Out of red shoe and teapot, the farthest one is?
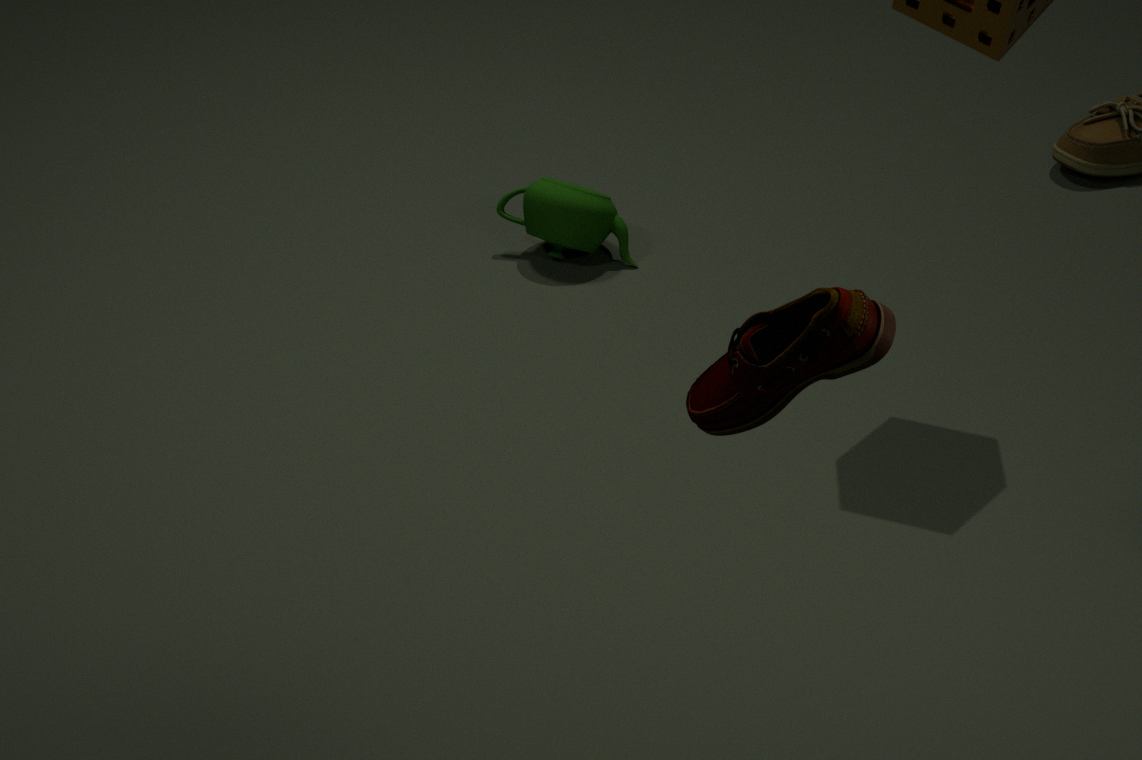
teapot
